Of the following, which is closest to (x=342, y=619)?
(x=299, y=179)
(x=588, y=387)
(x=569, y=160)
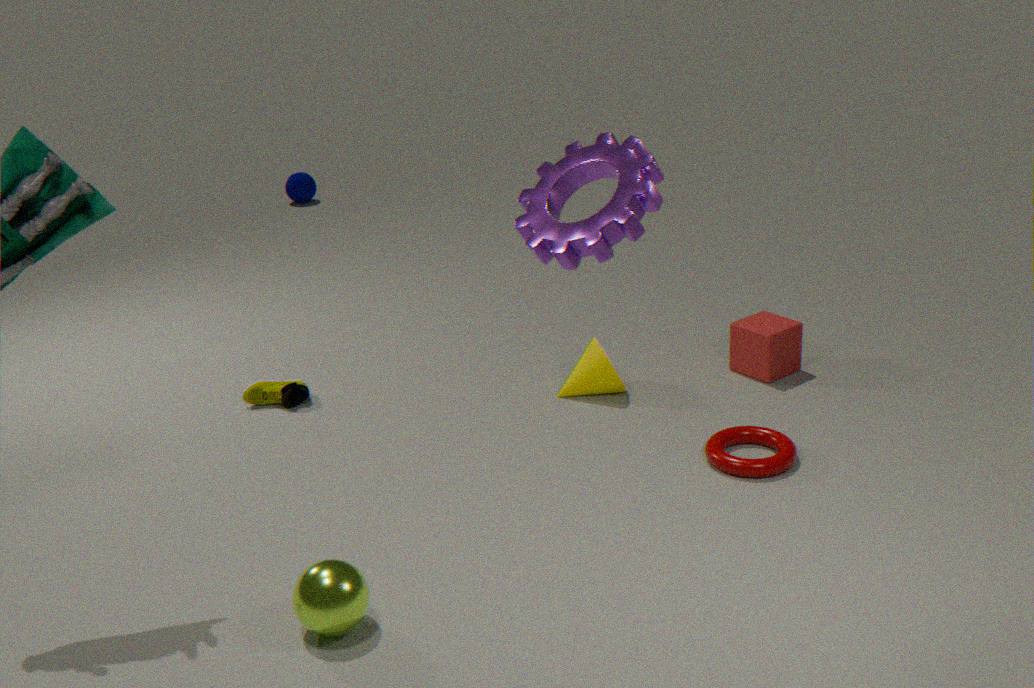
(x=569, y=160)
